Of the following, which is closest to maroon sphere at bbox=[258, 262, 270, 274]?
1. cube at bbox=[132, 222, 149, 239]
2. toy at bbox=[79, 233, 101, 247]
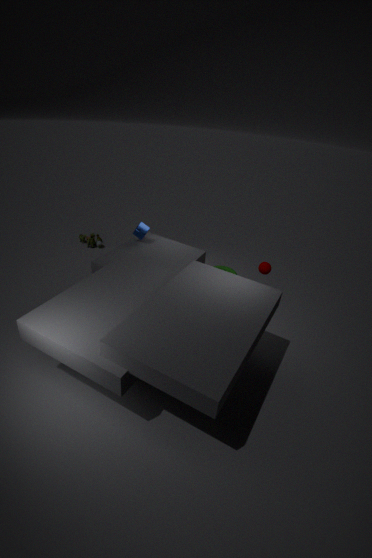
cube at bbox=[132, 222, 149, 239]
